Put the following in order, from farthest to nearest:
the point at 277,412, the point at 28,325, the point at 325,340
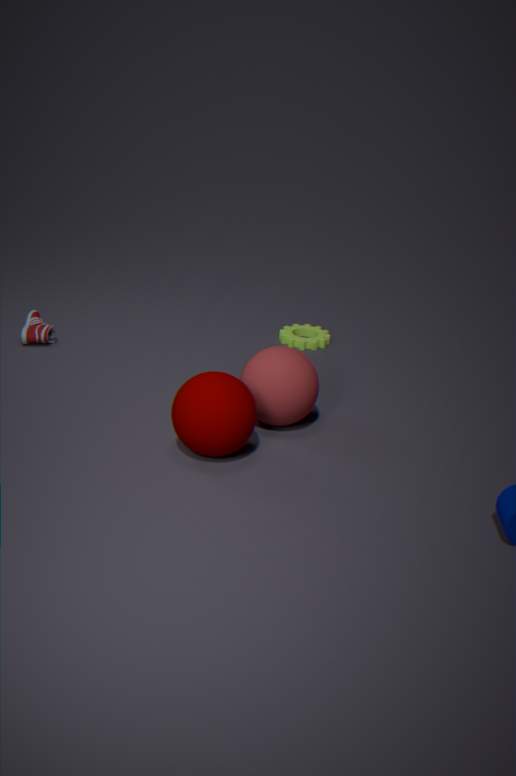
1. the point at 325,340
2. the point at 28,325
3. the point at 277,412
